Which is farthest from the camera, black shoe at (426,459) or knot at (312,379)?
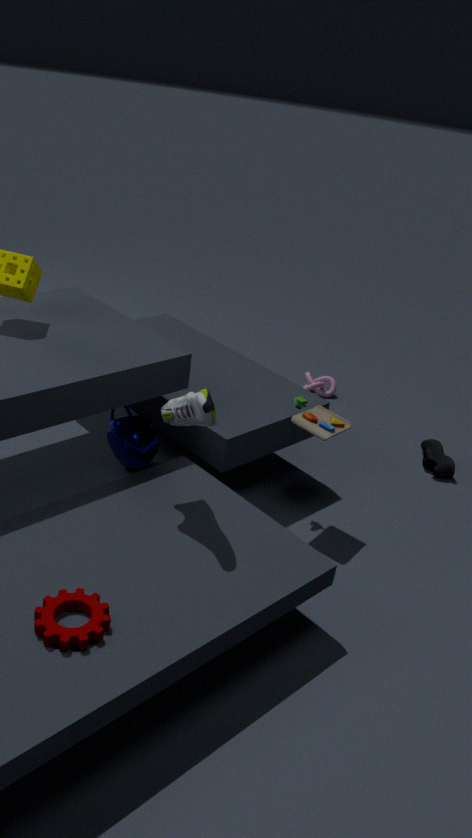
knot at (312,379)
